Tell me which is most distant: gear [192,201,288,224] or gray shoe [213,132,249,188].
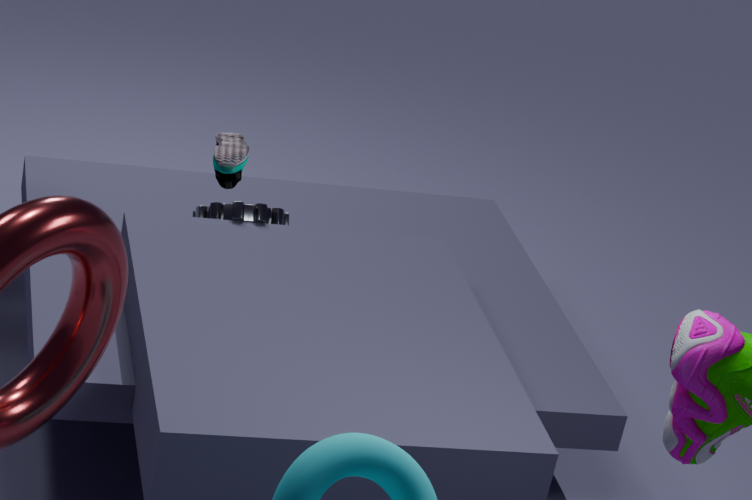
gear [192,201,288,224]
